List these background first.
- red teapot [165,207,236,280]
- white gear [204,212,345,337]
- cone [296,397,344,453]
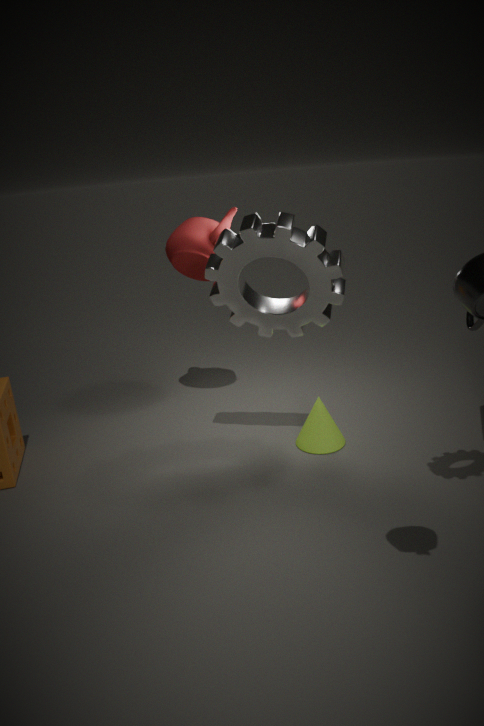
red teapot [165,207,236,280]
cone [296,397,344,453]
white gear [204,212,345,337]
